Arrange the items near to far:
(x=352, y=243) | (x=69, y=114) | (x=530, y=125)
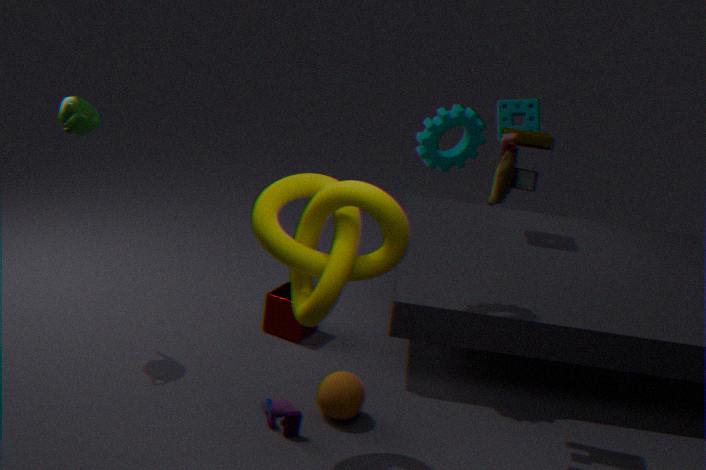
1. (x=352, y=243)
2. (x=69, y=114)
3. (x=530, y=125)
